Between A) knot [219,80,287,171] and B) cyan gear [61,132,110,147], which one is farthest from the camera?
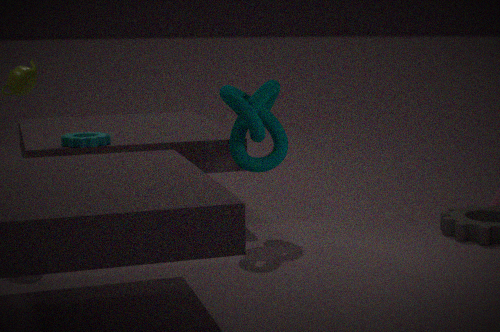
B. cyan gear [61,132,110,147]
